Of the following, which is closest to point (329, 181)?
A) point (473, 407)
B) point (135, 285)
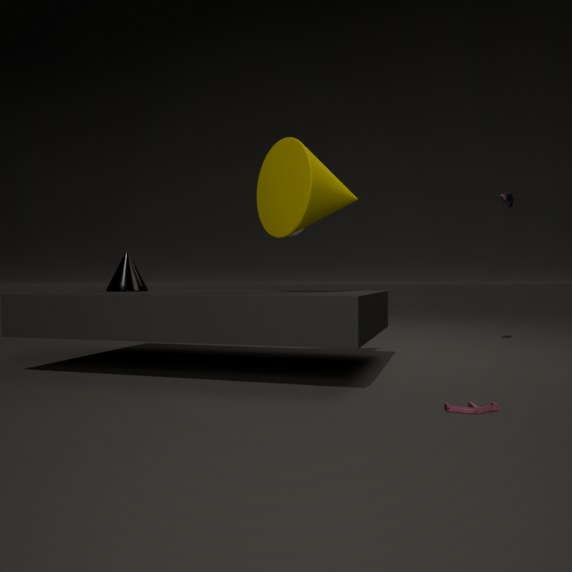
point (135, 285)
